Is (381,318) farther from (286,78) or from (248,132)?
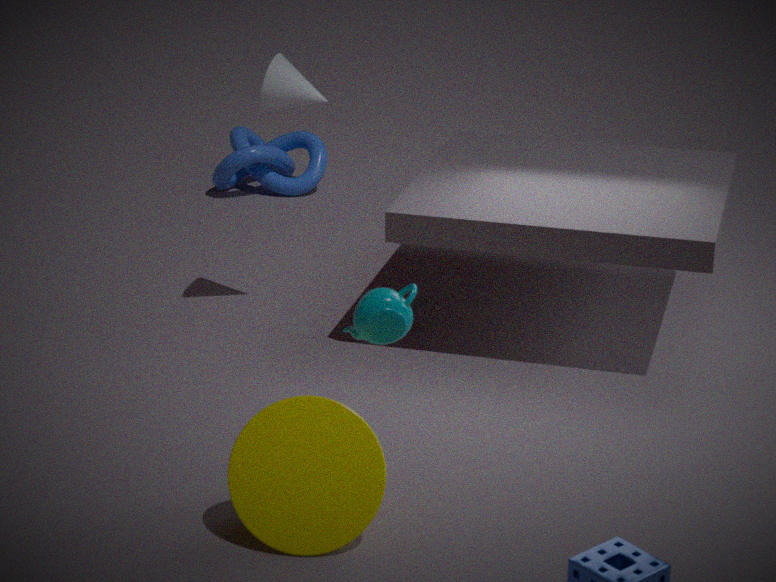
(248,132)
